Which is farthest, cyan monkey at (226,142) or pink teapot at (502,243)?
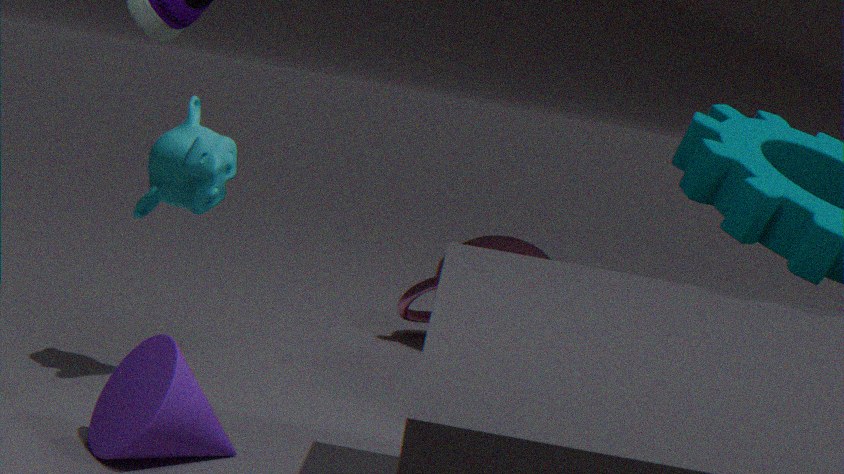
pink teapot at (502,243)
